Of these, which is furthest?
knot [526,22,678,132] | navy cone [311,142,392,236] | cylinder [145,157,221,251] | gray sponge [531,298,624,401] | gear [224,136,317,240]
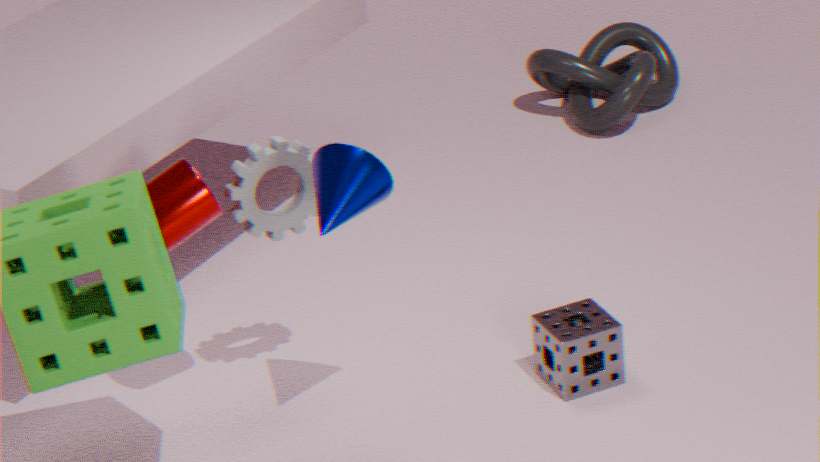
knot [526,22,678,132]
